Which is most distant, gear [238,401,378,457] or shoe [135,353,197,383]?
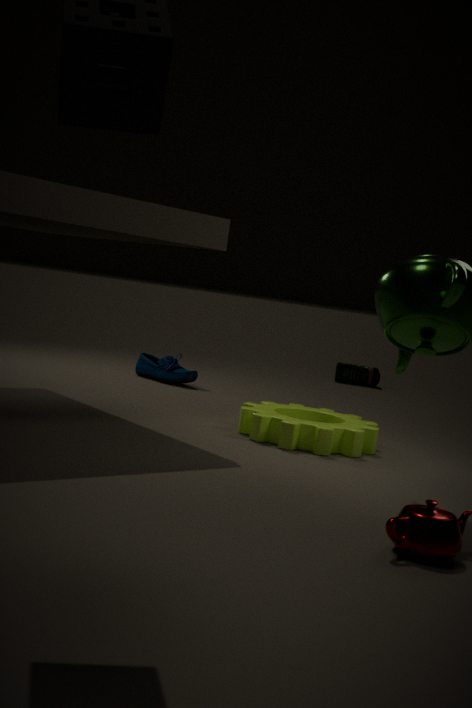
shoe [135,353,197,383]
